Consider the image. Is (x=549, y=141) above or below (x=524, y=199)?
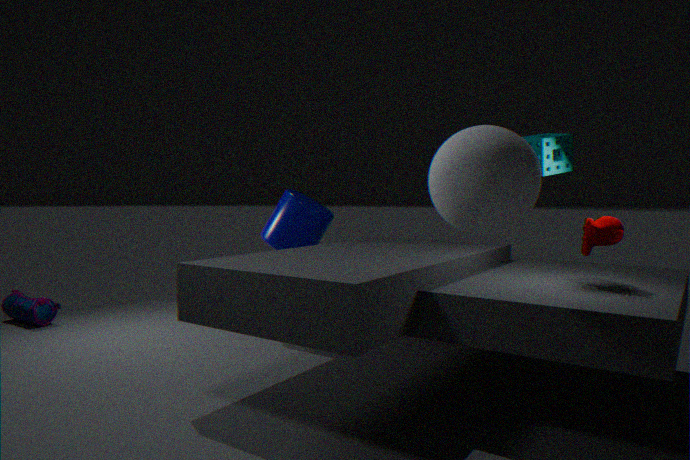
above
